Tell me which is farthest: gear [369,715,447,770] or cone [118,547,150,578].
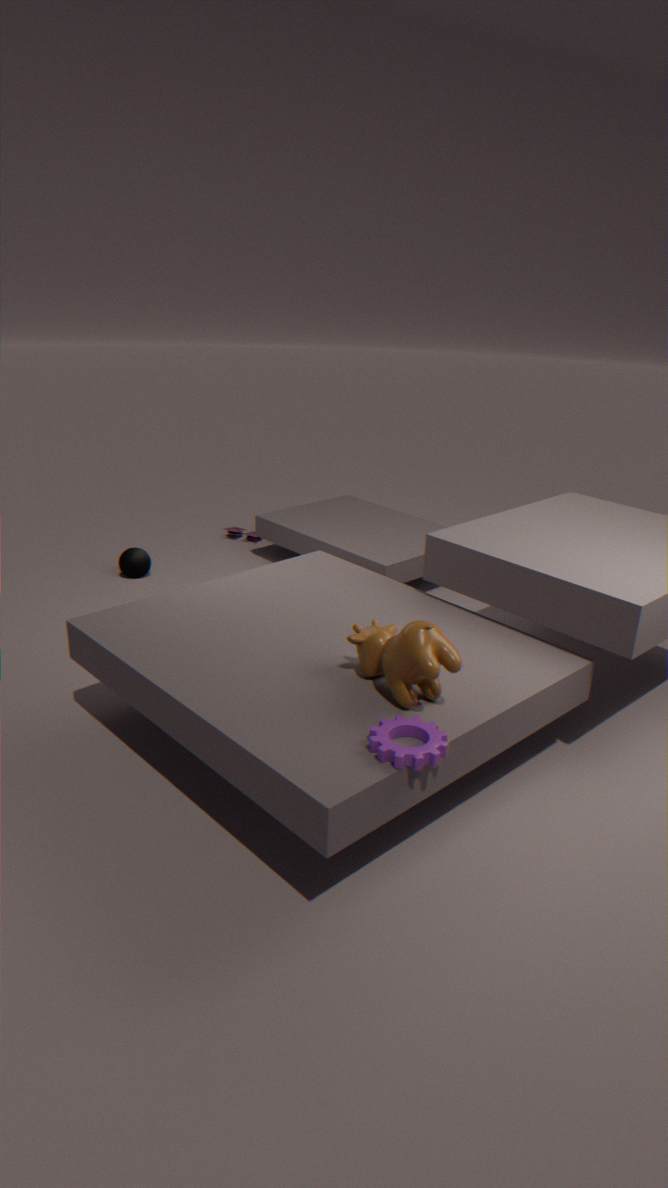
cone [118,547,150,578]
